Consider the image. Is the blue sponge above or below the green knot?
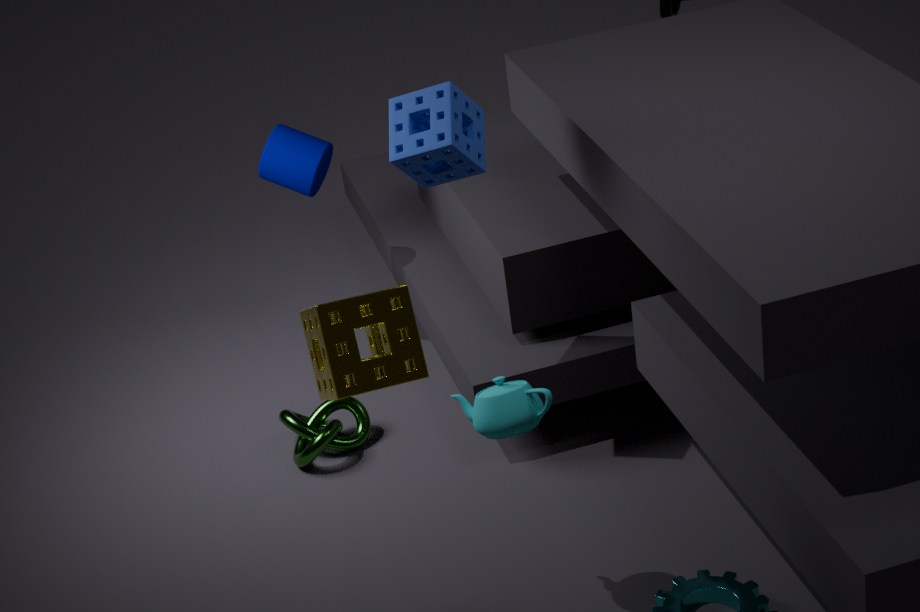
above
